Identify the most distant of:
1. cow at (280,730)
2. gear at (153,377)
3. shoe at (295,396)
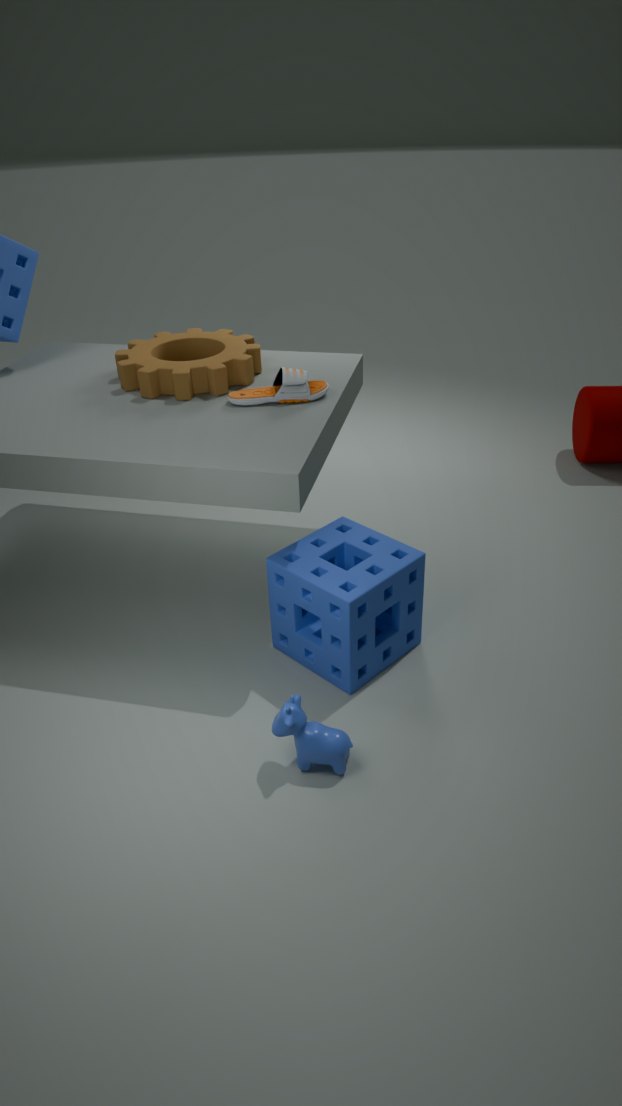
gear at (153,377)
